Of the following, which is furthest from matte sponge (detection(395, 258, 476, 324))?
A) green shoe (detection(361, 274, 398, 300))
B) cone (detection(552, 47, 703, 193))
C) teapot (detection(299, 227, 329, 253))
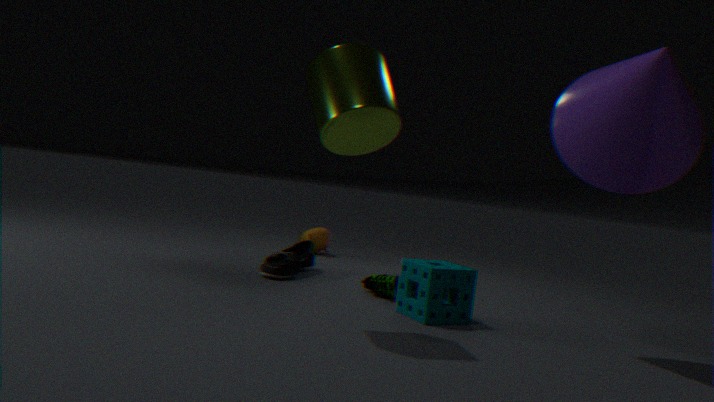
teapot (detection(299, 227, 329, 253))
